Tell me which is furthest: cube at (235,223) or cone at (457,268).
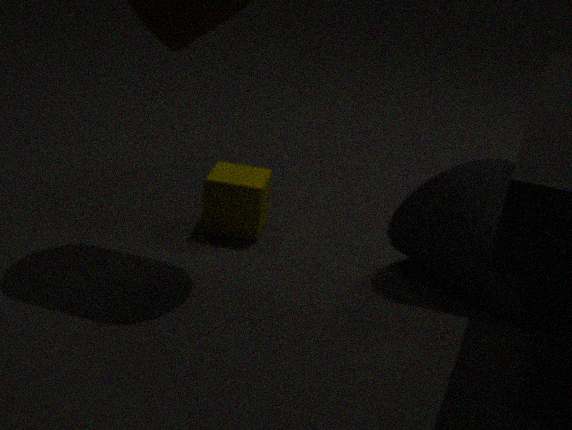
cube at (235,223)
